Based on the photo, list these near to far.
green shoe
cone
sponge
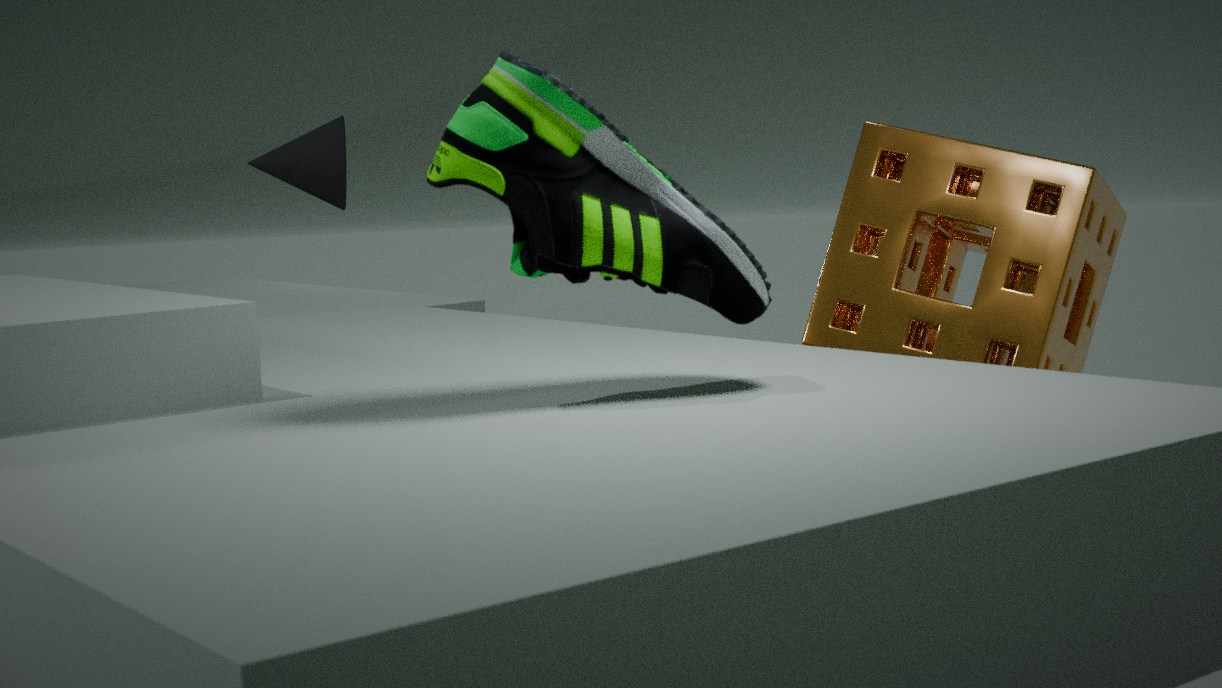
green shoe < sponge < cone
